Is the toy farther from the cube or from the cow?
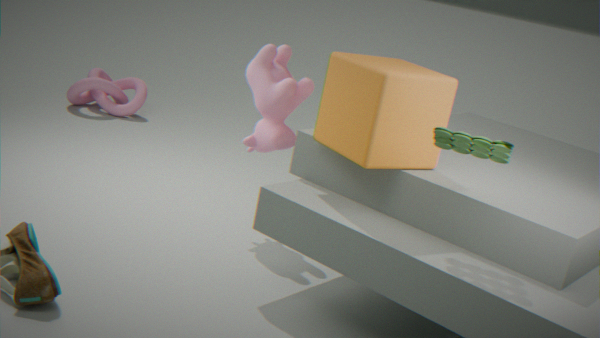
the cow
